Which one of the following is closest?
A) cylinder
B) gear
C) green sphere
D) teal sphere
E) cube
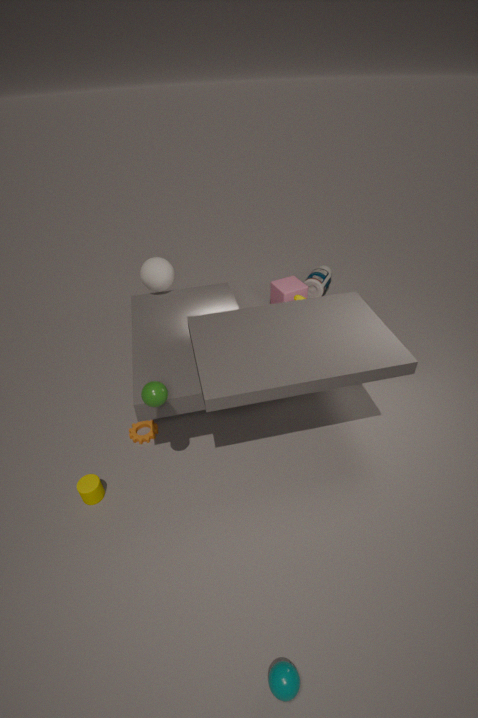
teal sphere
